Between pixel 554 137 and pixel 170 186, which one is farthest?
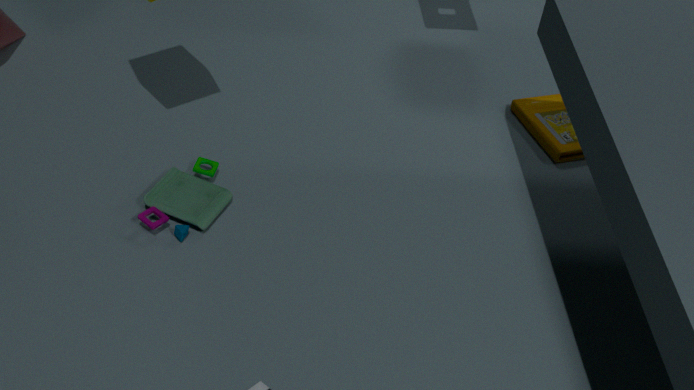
pixel 554 137
